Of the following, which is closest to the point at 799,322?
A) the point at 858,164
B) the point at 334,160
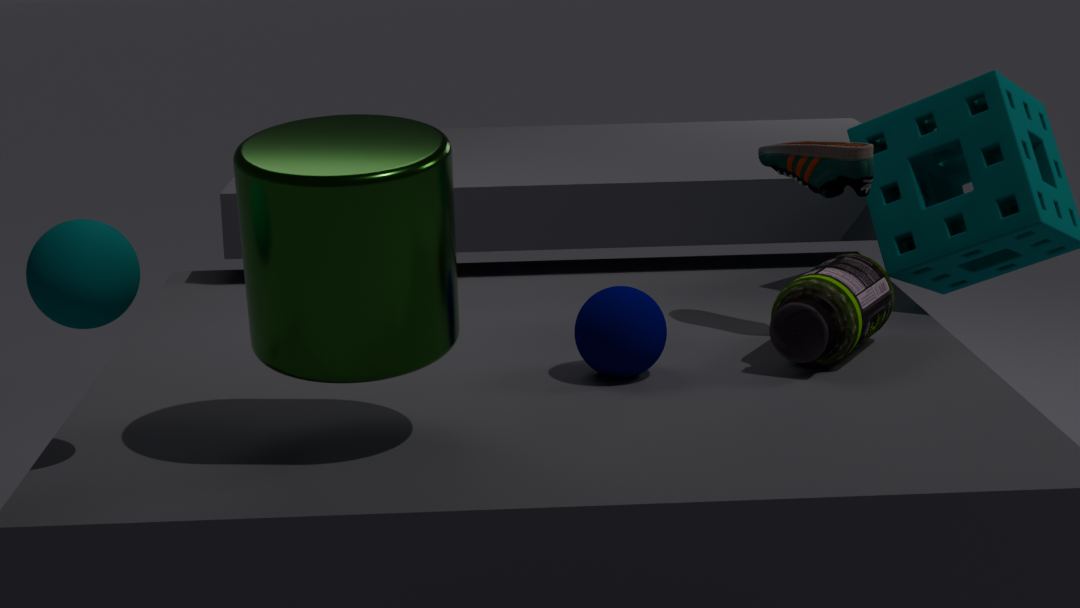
the point at 858,164
